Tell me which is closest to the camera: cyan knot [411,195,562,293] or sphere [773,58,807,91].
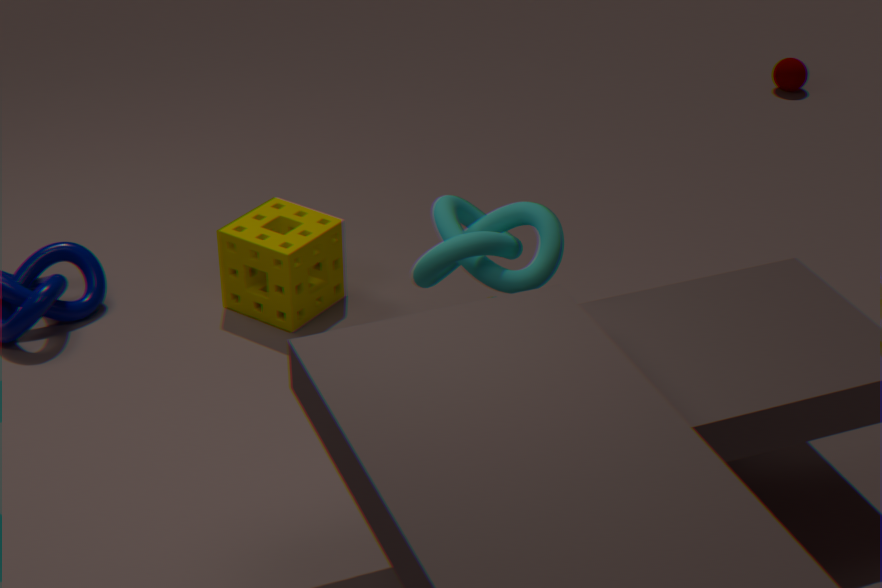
cyan knot [411,195,562,293]
